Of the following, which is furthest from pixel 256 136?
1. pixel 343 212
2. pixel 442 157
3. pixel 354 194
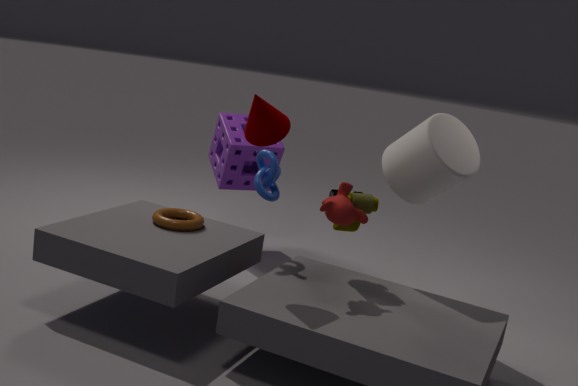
pixel 442 157
